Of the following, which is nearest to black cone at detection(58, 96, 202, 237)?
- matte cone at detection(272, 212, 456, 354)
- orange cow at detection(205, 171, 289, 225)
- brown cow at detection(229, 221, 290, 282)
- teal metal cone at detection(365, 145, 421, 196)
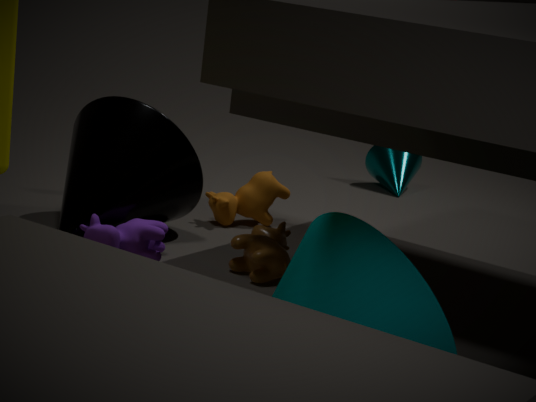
orange cow at detection(205, 171, 289, 225)
